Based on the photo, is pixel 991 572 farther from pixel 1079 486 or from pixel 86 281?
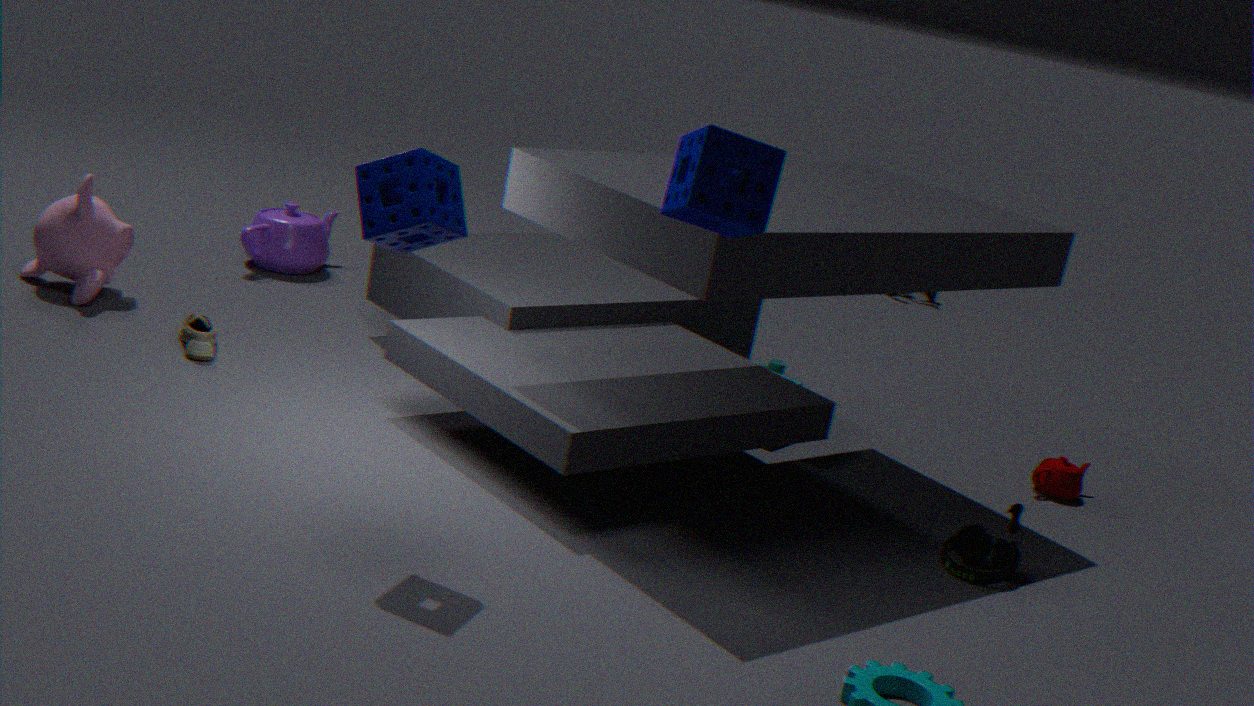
pixel 86 281
